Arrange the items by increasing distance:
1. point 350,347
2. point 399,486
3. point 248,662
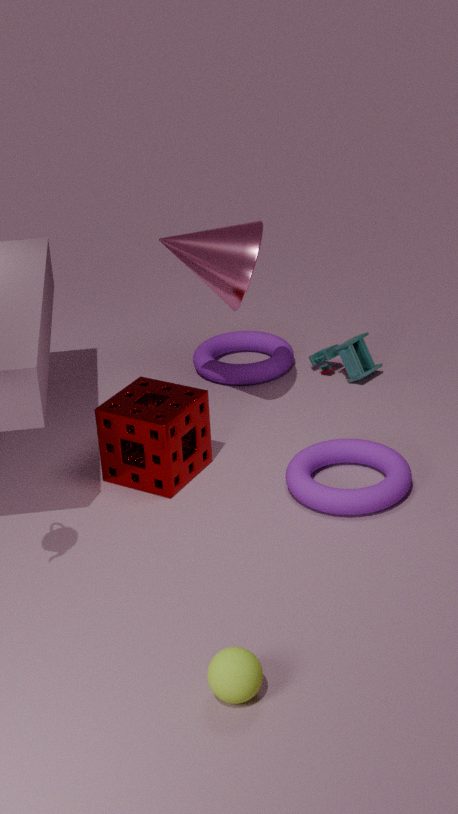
point 248,662 < point 399,486 < point 350,347
